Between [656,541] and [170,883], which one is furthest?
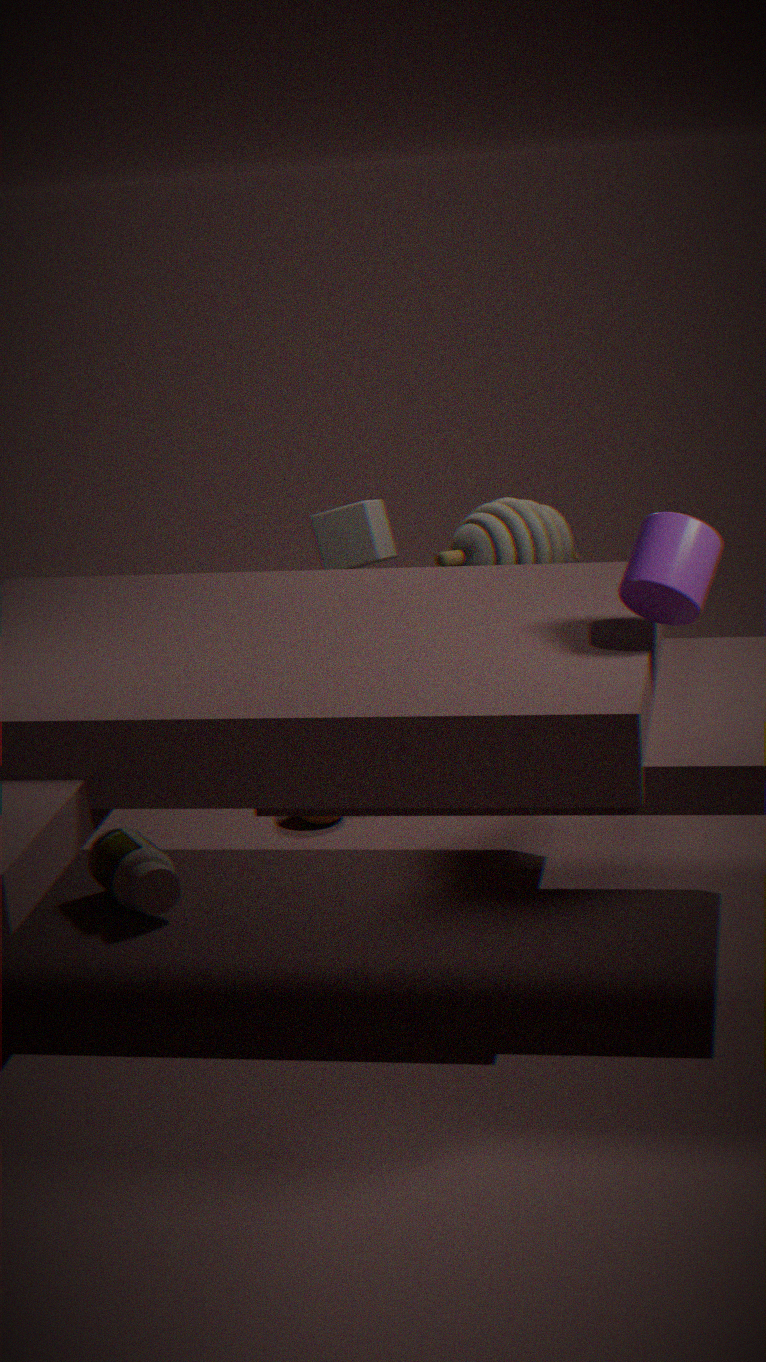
[170,883]
